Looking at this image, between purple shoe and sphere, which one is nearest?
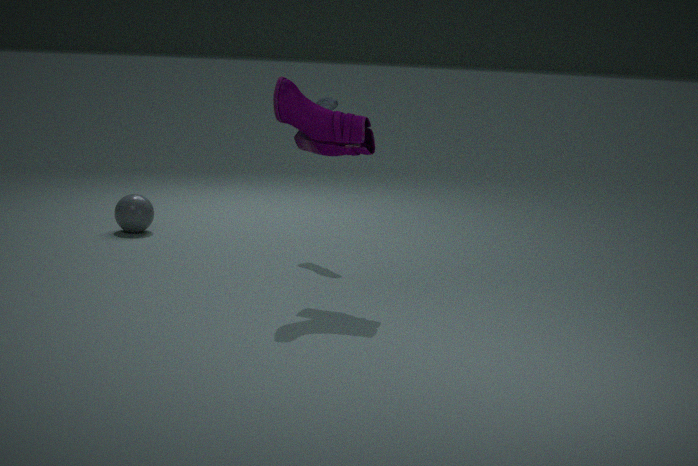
purple shoe
